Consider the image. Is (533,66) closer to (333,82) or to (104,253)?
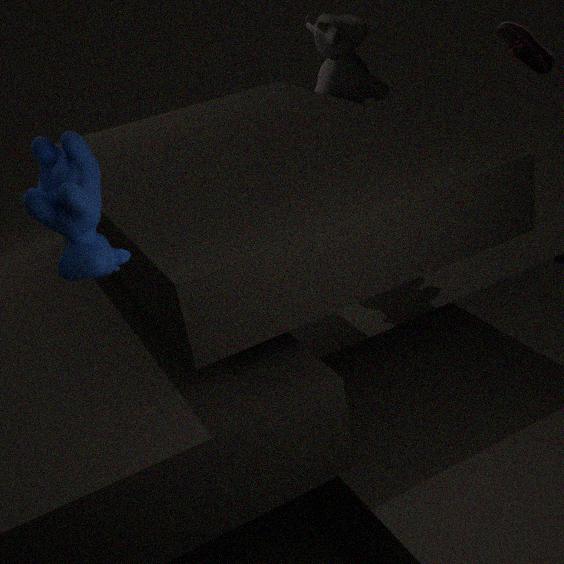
(333,82)
